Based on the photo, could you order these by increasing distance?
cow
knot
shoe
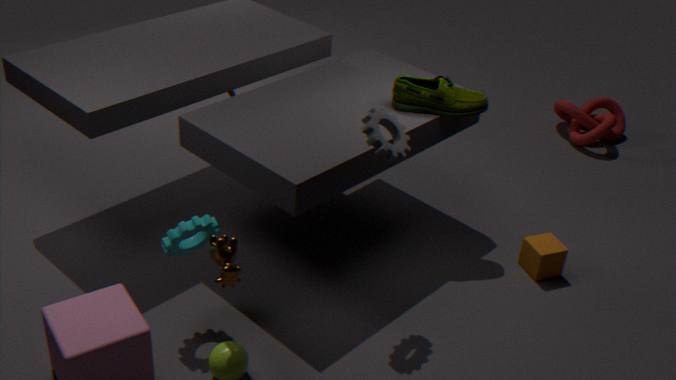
cow < shoe < knot
